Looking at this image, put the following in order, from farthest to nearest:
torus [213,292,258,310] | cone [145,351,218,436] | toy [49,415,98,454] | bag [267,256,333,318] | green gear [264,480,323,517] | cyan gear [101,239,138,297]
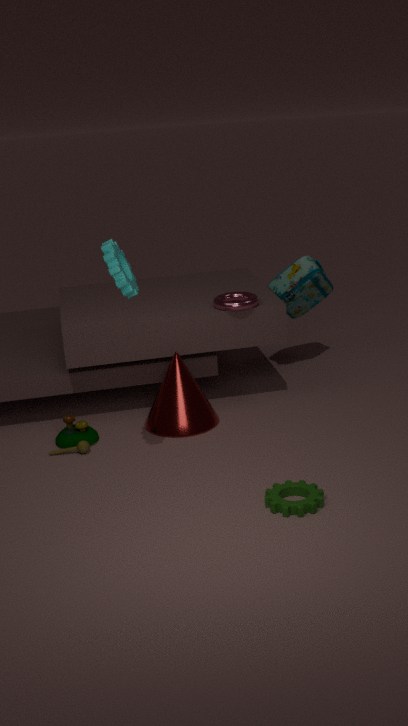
bag [267,256,333,318] < torus [213,292,258,310] < cone [145,351,218,436] < toy [49,415,98,454] < green gear [264,480,323,517] < cyan gear [101,239,138,297]
